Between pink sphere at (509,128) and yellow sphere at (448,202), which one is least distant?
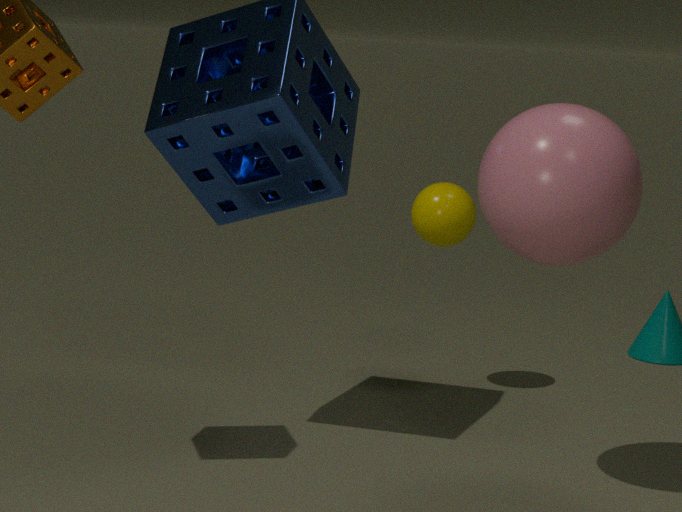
pink sphere at (509,128)
